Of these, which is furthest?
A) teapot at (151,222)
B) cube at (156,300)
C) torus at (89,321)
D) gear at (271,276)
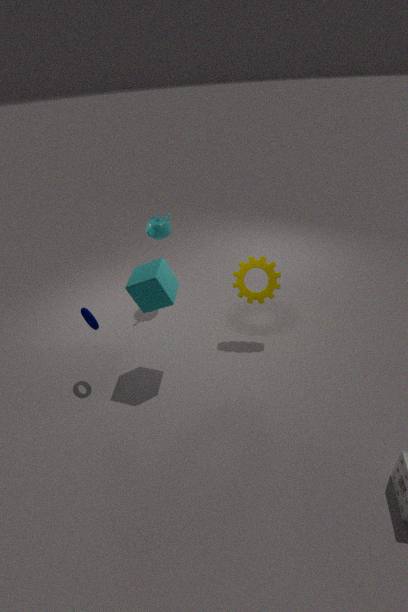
teapot at (151,222)
